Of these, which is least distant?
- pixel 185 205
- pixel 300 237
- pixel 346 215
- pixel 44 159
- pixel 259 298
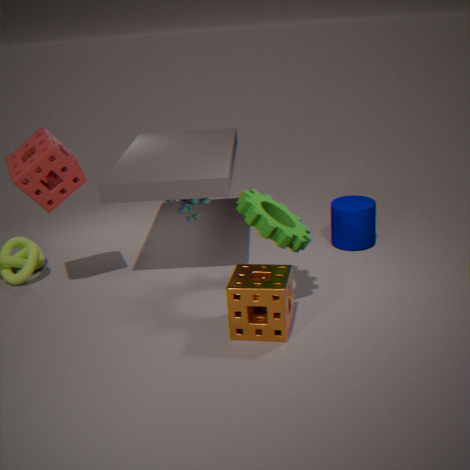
pixel 259 298
